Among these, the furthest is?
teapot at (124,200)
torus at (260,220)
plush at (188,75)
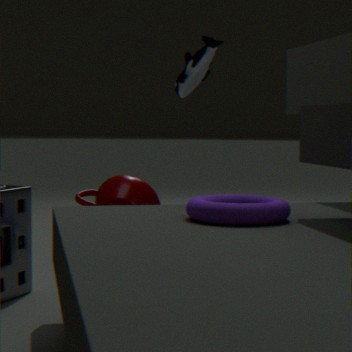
teapot at (124,200)
